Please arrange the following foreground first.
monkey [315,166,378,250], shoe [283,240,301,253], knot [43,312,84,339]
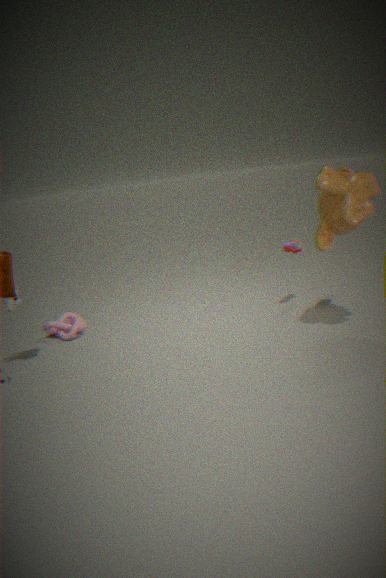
1. monkey [315,166,378,250]
2. shoe [283,240,301,253]
3. knot [43,312,84,339]
